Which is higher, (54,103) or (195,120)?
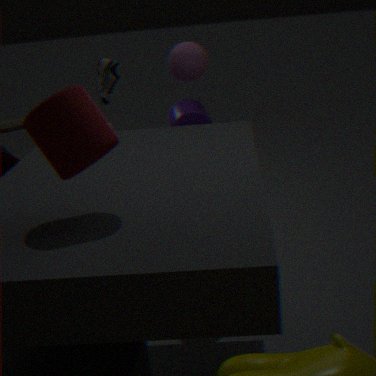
(54,103)
